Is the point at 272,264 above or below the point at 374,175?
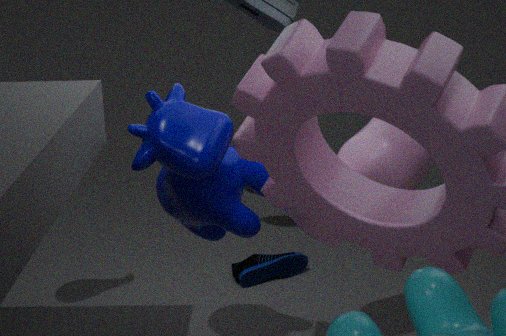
below
